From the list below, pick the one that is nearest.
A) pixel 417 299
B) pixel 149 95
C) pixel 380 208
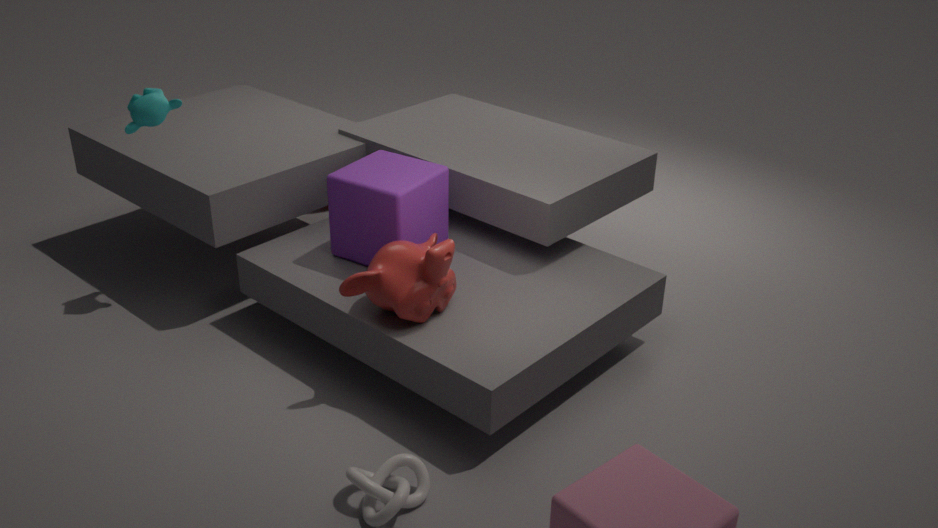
pixel 417 299
